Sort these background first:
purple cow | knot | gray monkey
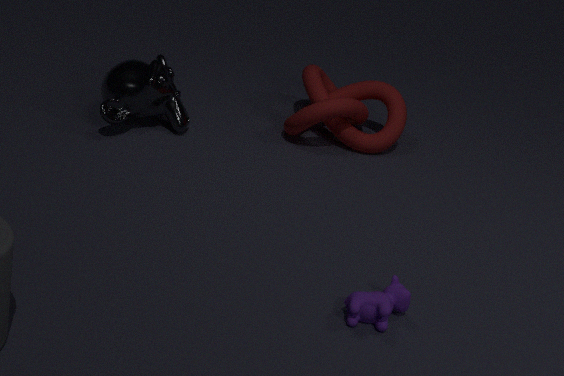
knot
gray monkey
purple cow
